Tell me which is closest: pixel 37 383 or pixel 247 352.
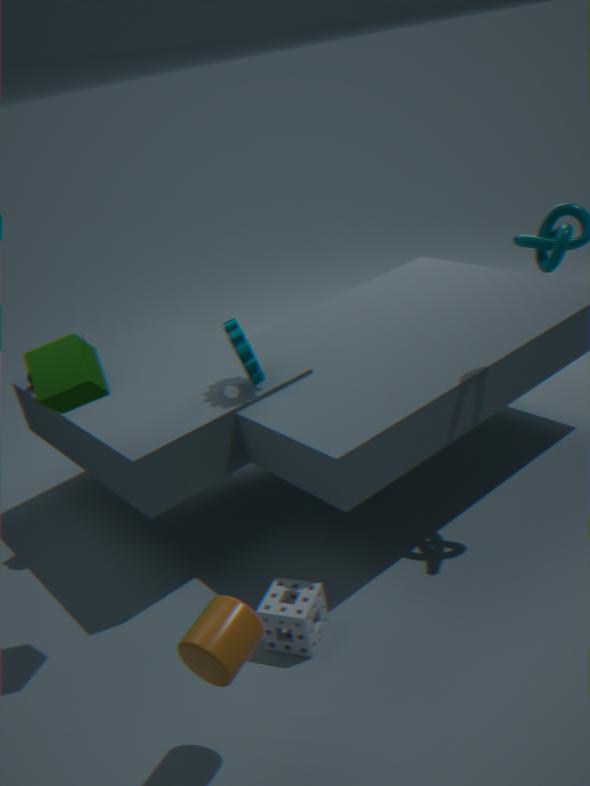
pixel 37 383
